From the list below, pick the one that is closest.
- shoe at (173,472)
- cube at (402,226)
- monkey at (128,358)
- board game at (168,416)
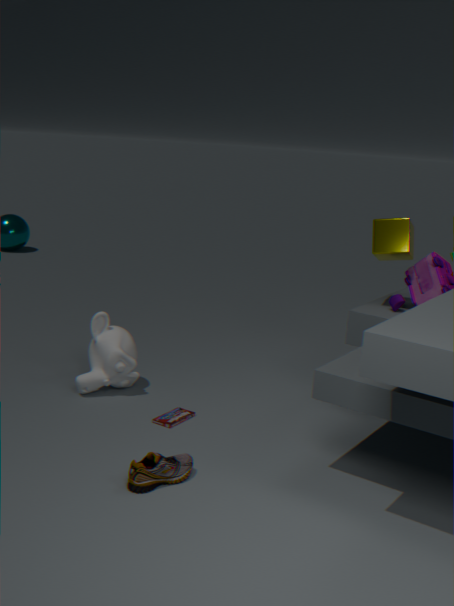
shoe at (173,472)
